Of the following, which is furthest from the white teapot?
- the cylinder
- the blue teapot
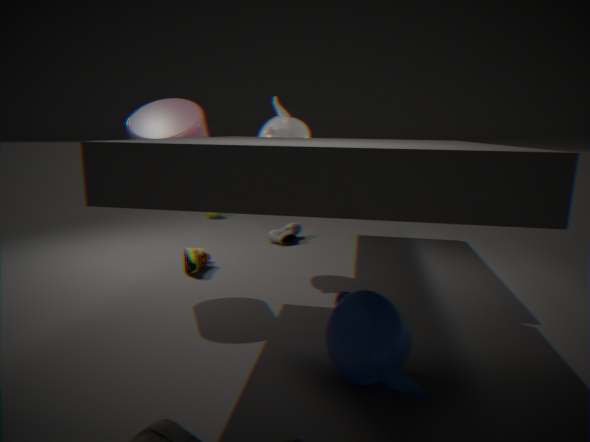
the blue teapot
